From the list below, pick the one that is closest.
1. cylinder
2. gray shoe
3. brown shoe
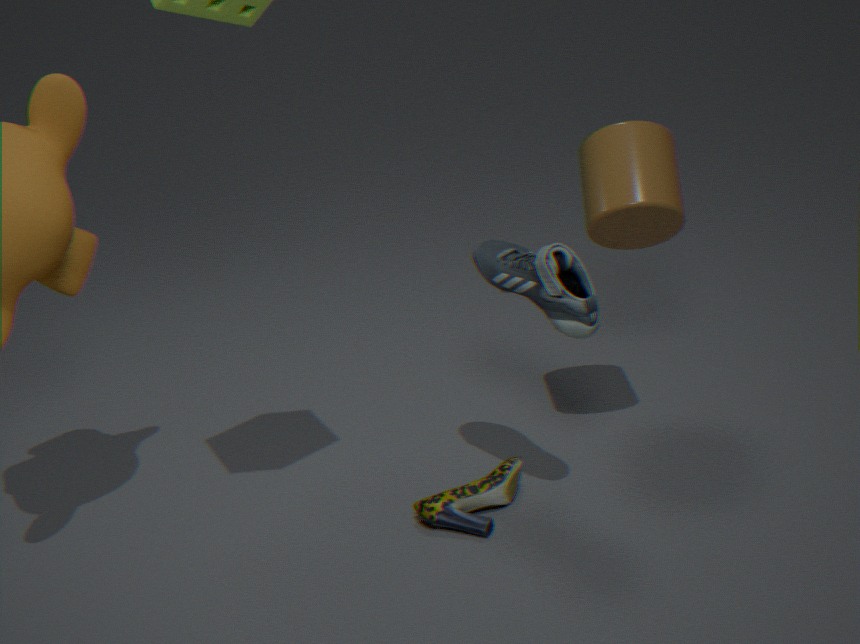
gray shoe
